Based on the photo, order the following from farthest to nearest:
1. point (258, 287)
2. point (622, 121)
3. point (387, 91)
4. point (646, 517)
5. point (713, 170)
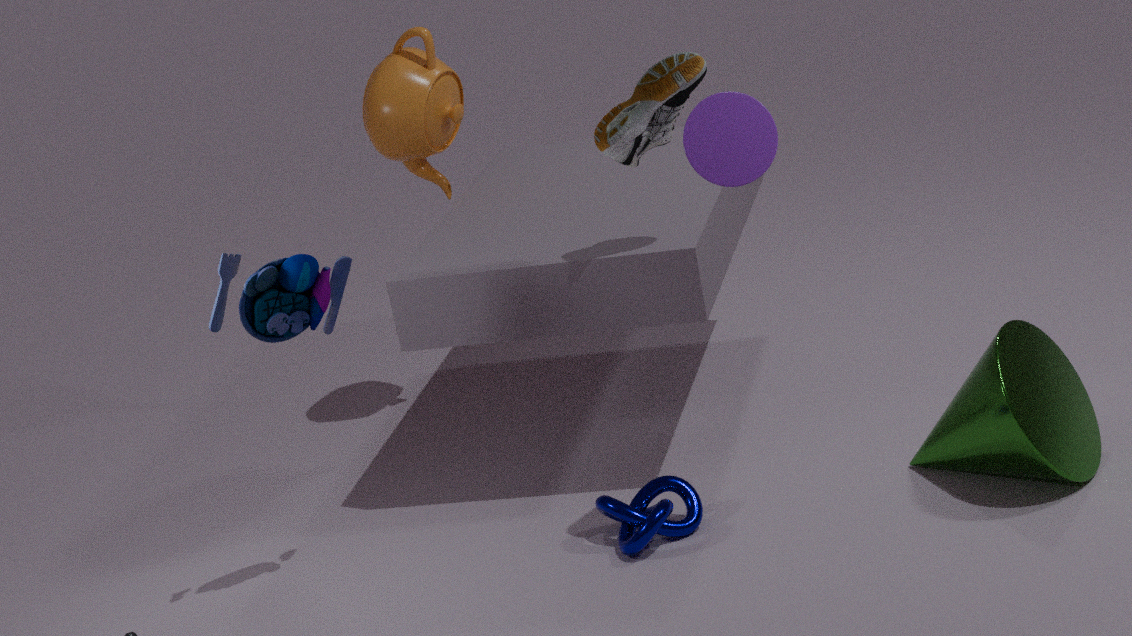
point (387, 91) → point (646, 517) → point (622, 121) → point (258, 287) → point (713, 170)
